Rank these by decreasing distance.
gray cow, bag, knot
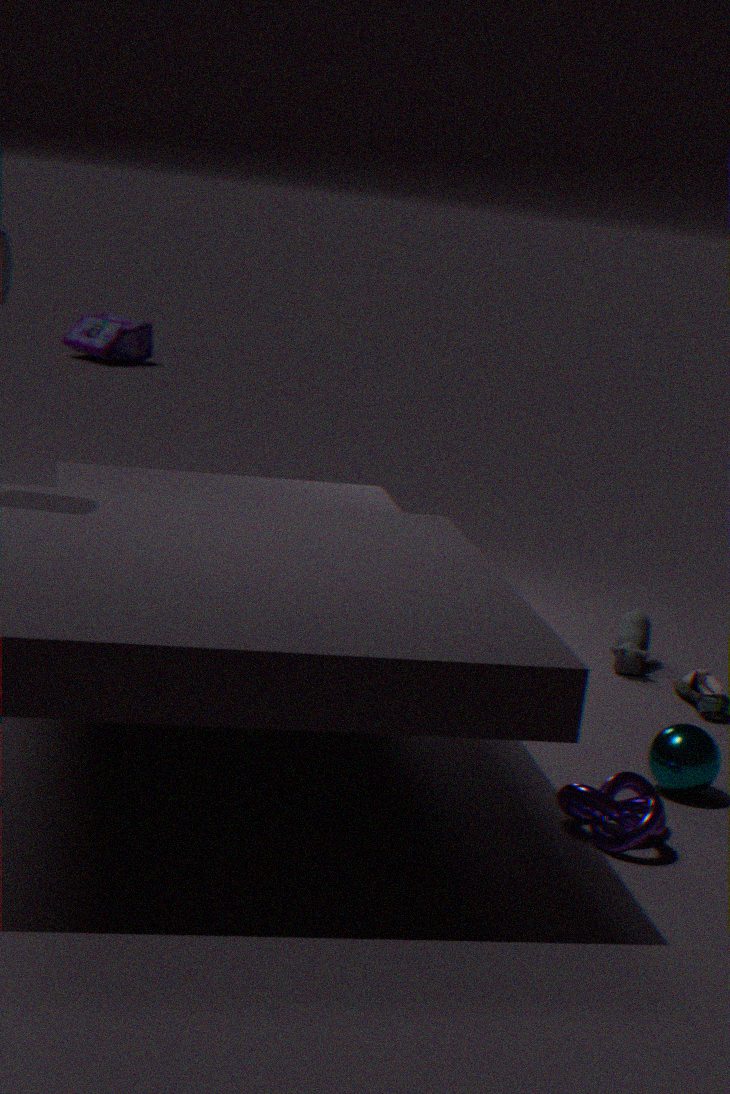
bag
gray cow
knot
